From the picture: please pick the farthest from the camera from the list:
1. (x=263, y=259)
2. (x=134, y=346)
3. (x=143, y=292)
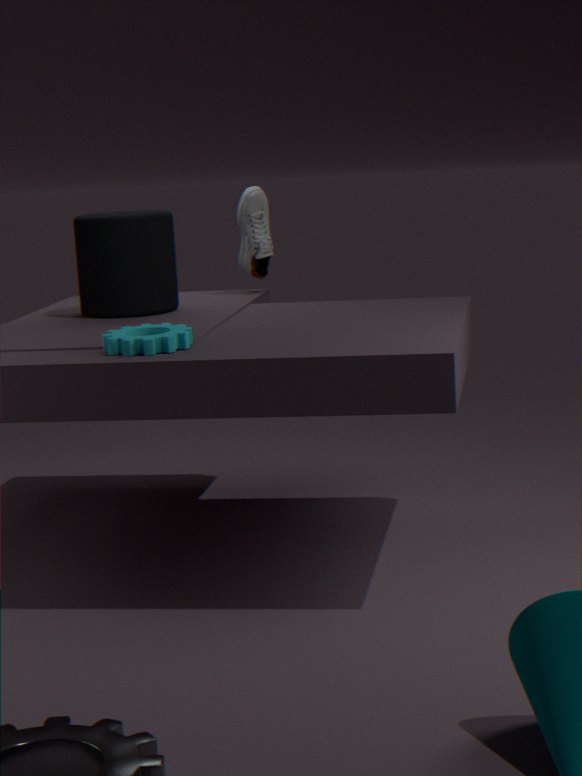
Answer: (x=263, y=259)
